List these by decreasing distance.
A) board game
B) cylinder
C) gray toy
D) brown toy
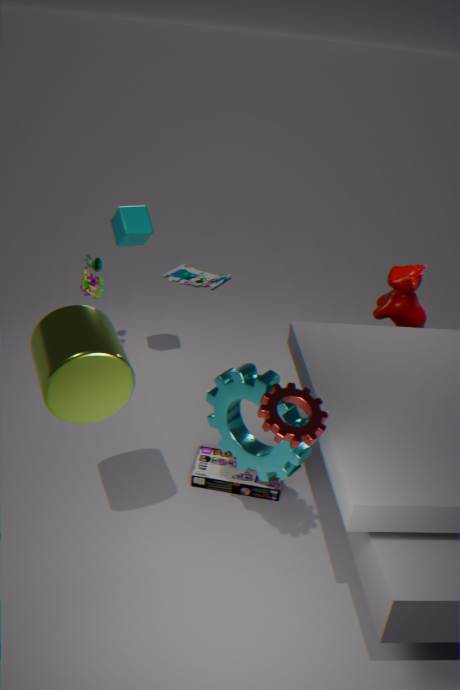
1. gray toy
2. brown toy
3. board game
4. cylinder
